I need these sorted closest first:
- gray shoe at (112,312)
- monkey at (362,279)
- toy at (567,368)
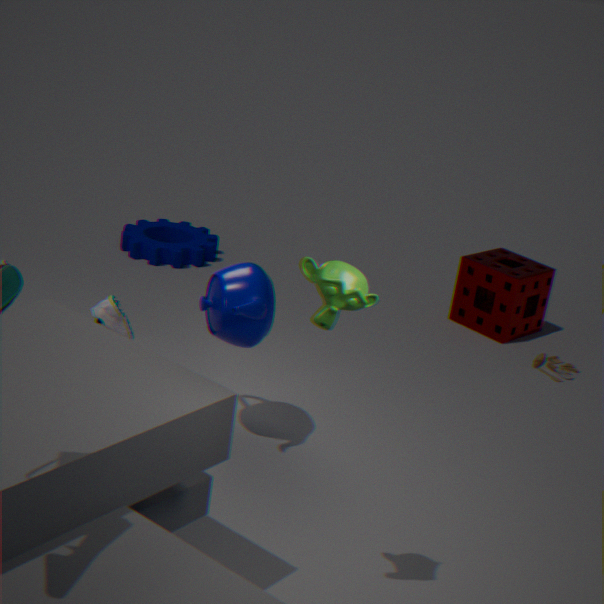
1. monkey at (362,279)
2. gray shoe at (112,312)
3. toy at (567,368)
